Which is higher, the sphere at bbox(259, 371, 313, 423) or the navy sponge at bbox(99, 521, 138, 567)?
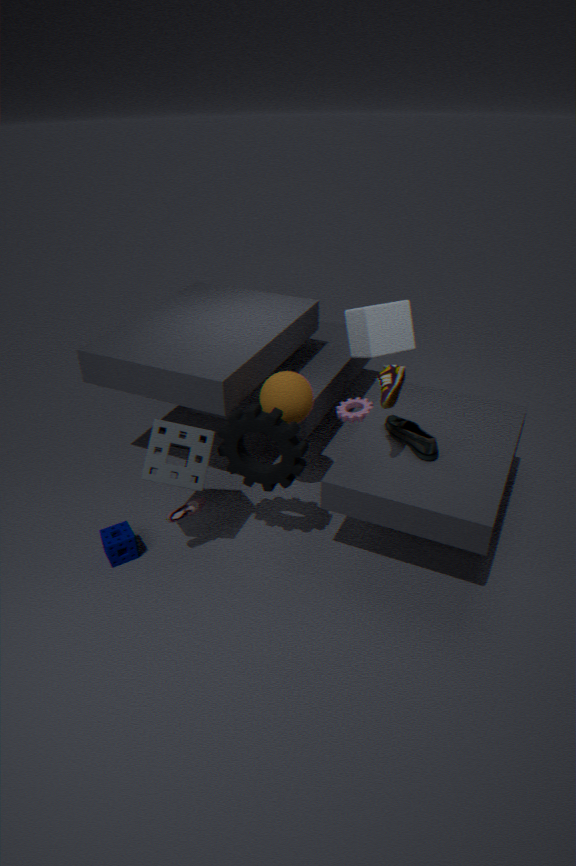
the sphere at bbox(259, 371, 313, 423)
